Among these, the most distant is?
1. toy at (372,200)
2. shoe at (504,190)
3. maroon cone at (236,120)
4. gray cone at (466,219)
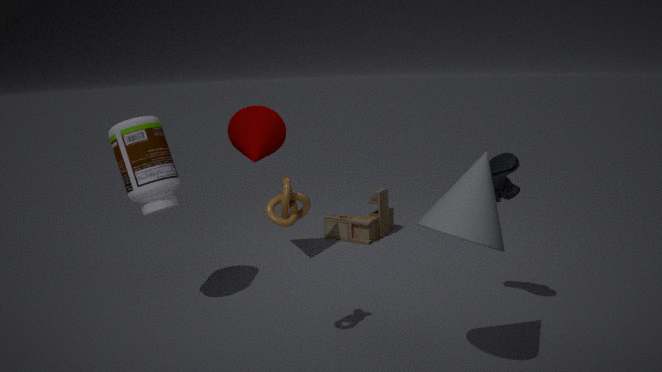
toy at (372,200)
